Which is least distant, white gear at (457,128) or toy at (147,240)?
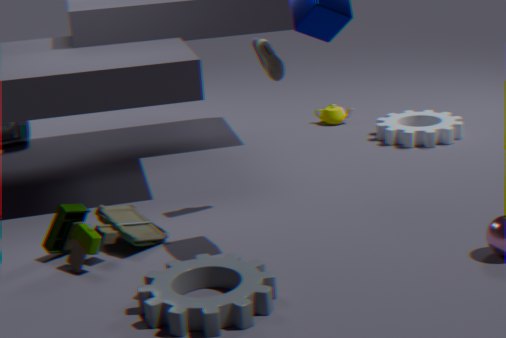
toy at (147,240)
